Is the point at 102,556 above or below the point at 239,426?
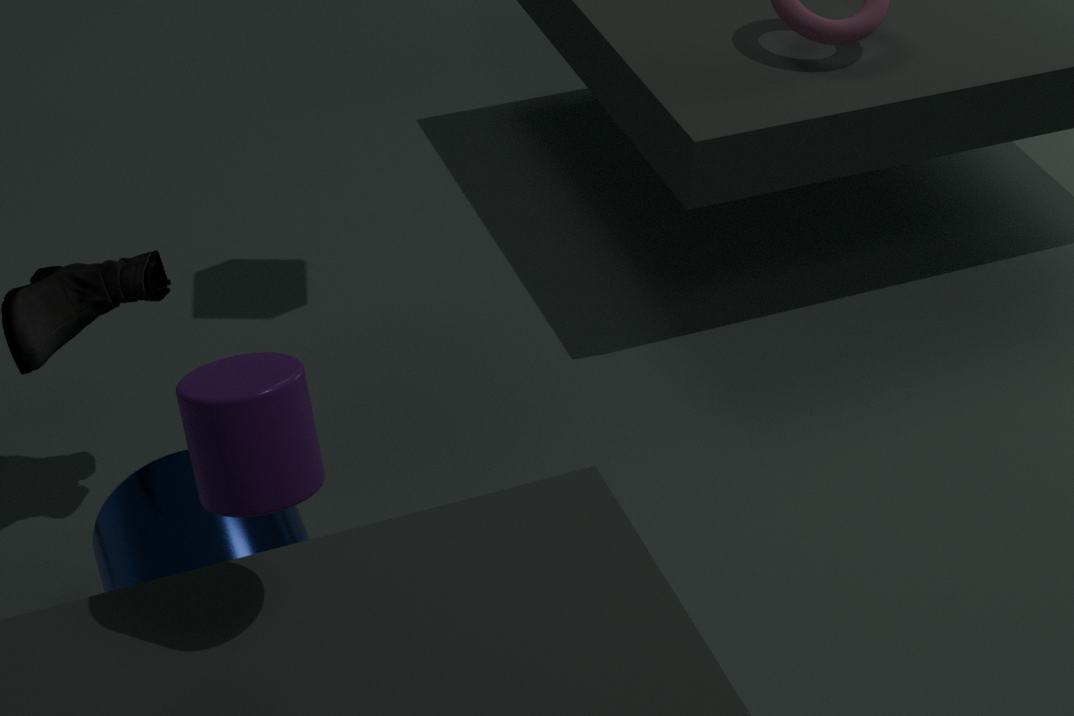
below
